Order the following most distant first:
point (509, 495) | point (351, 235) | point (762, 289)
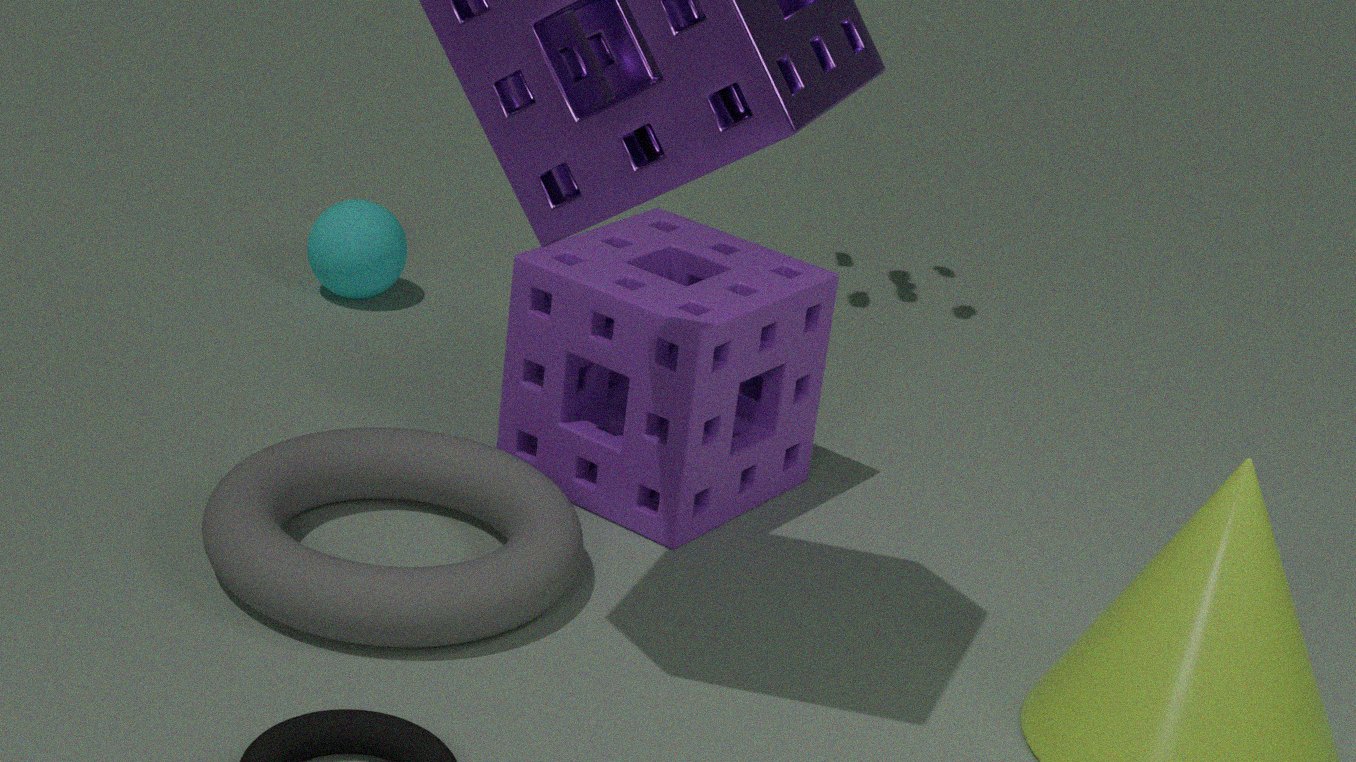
point (351, 235), point (762, 289), point (509, 495)
